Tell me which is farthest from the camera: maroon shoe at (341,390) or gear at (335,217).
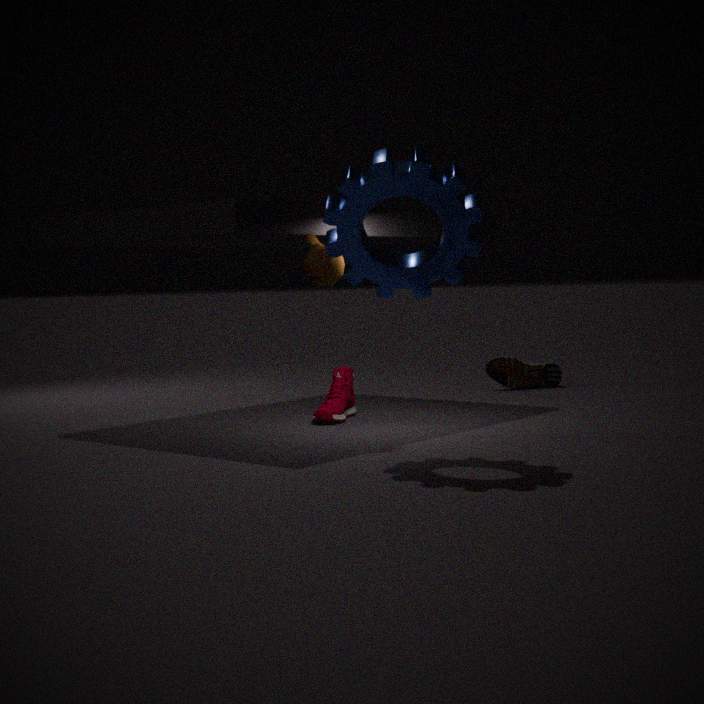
maroon shoe at (341,390)
